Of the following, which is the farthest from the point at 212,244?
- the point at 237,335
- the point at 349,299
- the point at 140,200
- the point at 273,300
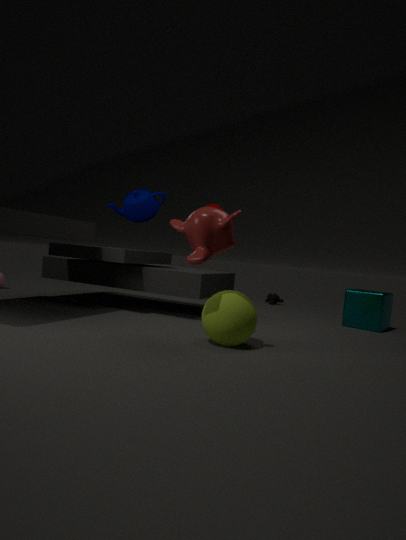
the point at 273,300
